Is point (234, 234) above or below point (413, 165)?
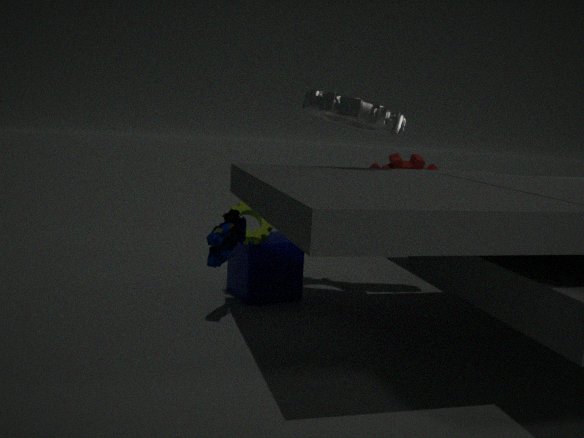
below
